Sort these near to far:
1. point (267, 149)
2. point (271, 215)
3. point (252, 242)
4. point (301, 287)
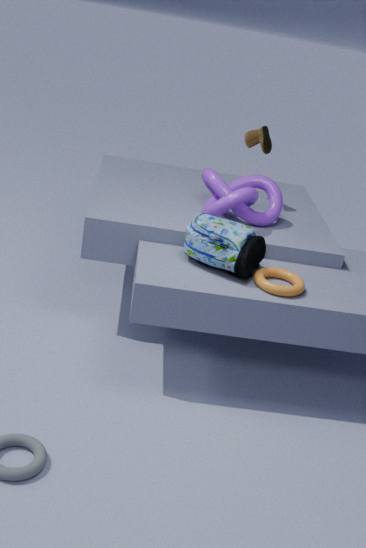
point (301, 287), point (252, 242), point (271, 215), point (267, 149)
